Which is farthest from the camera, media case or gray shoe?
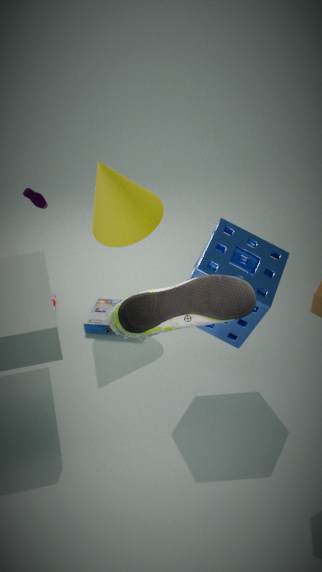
media case
